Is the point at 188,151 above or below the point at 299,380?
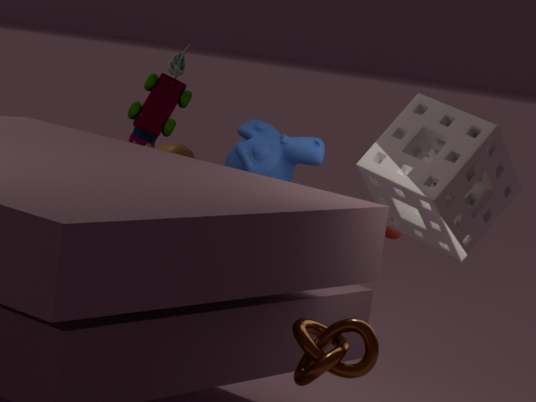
above
